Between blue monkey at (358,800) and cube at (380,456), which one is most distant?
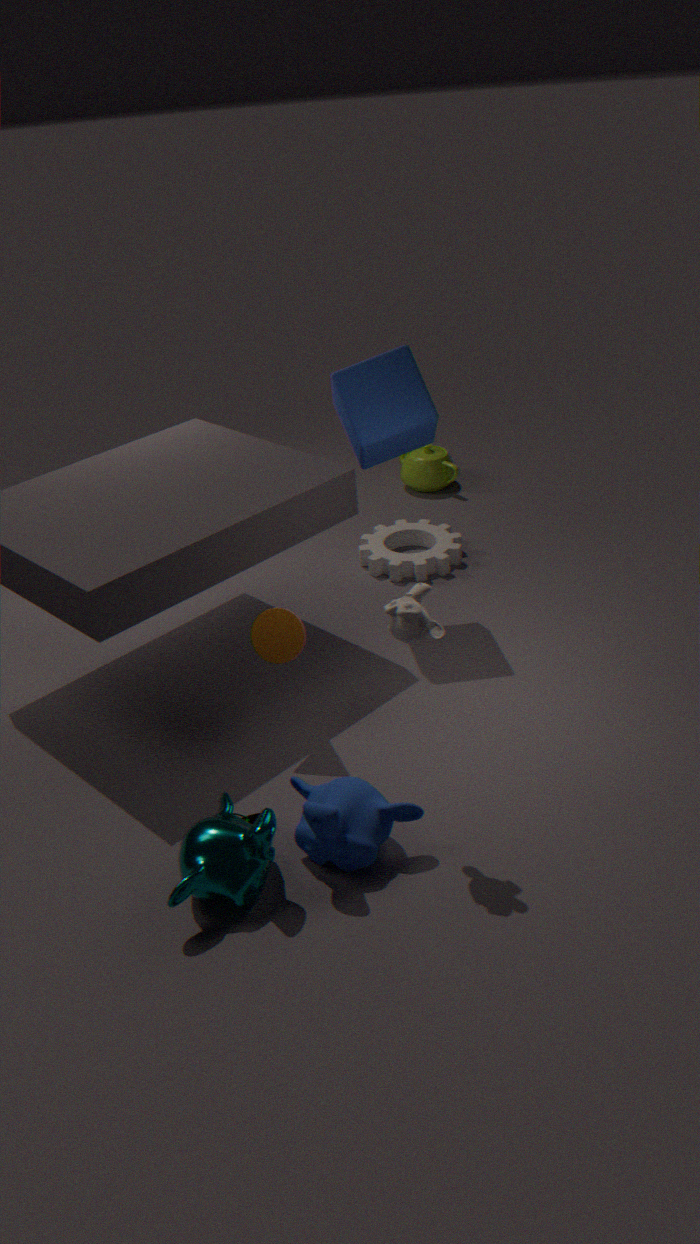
cube at (380,456)
